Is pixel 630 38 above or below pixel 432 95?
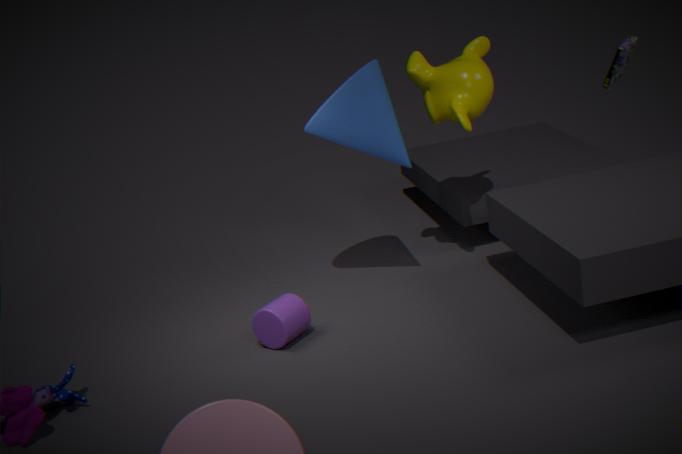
above
